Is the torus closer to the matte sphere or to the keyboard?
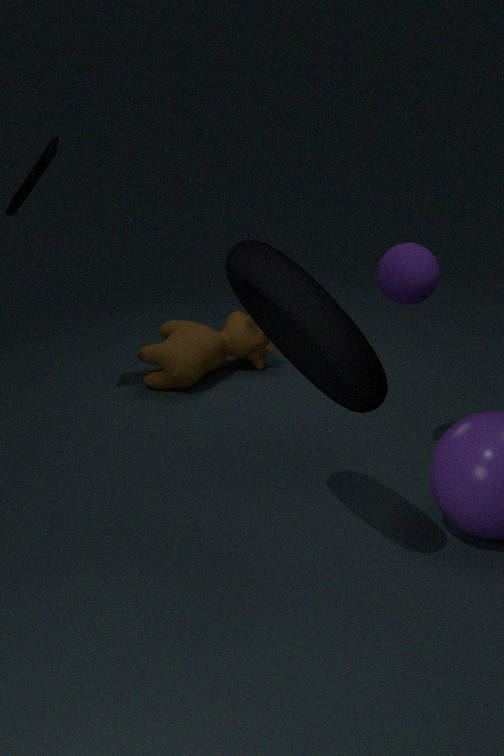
the matte sphere
